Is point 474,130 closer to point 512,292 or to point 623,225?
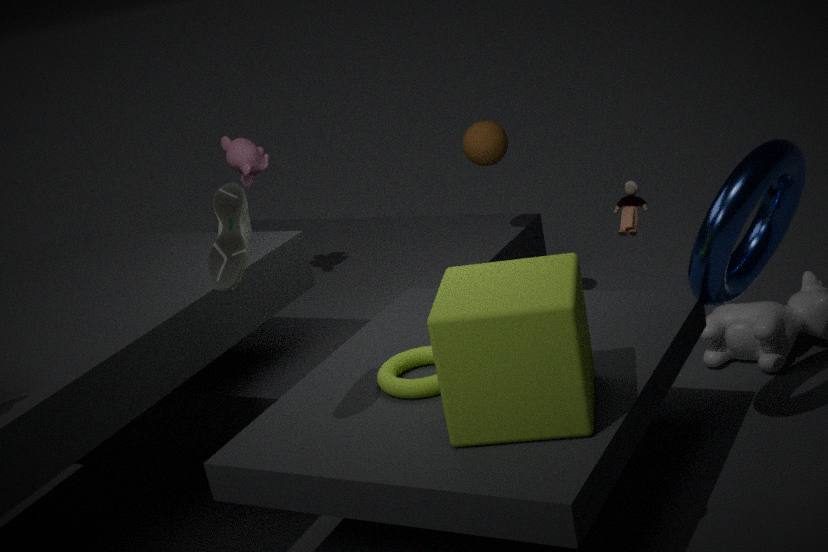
point 623,225
